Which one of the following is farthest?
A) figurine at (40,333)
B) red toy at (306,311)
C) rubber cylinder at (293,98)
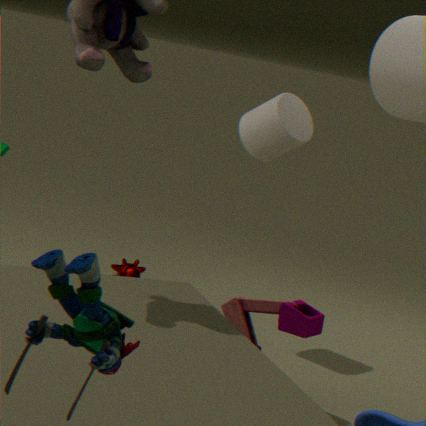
rubber cylinder at (293,98)
